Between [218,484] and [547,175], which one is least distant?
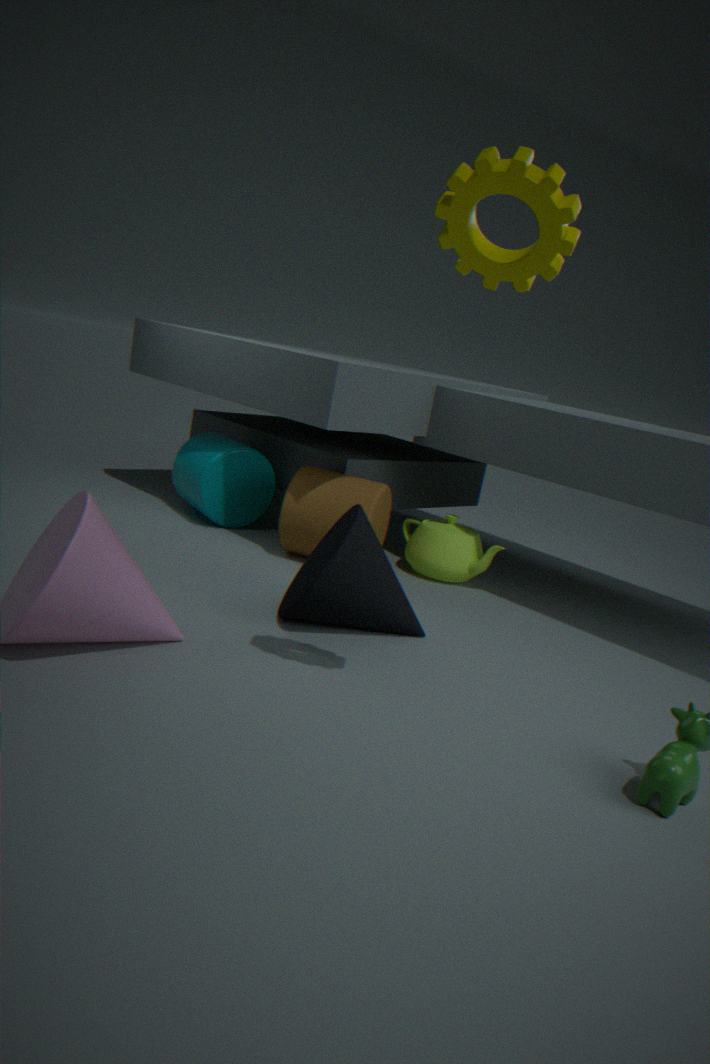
[547,175]
